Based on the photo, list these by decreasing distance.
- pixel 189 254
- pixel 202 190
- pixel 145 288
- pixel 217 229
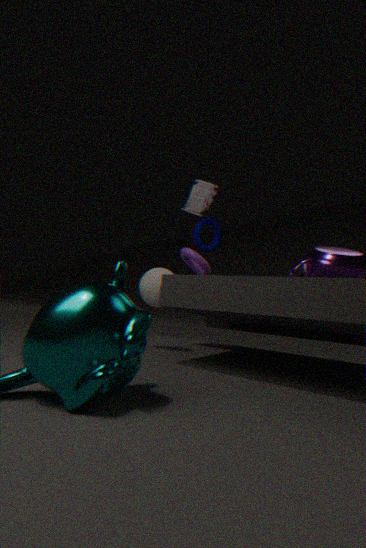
1. pixel 145 288
2. pixel 217 229
3. pixel 202 190
4. pixel 189 254
